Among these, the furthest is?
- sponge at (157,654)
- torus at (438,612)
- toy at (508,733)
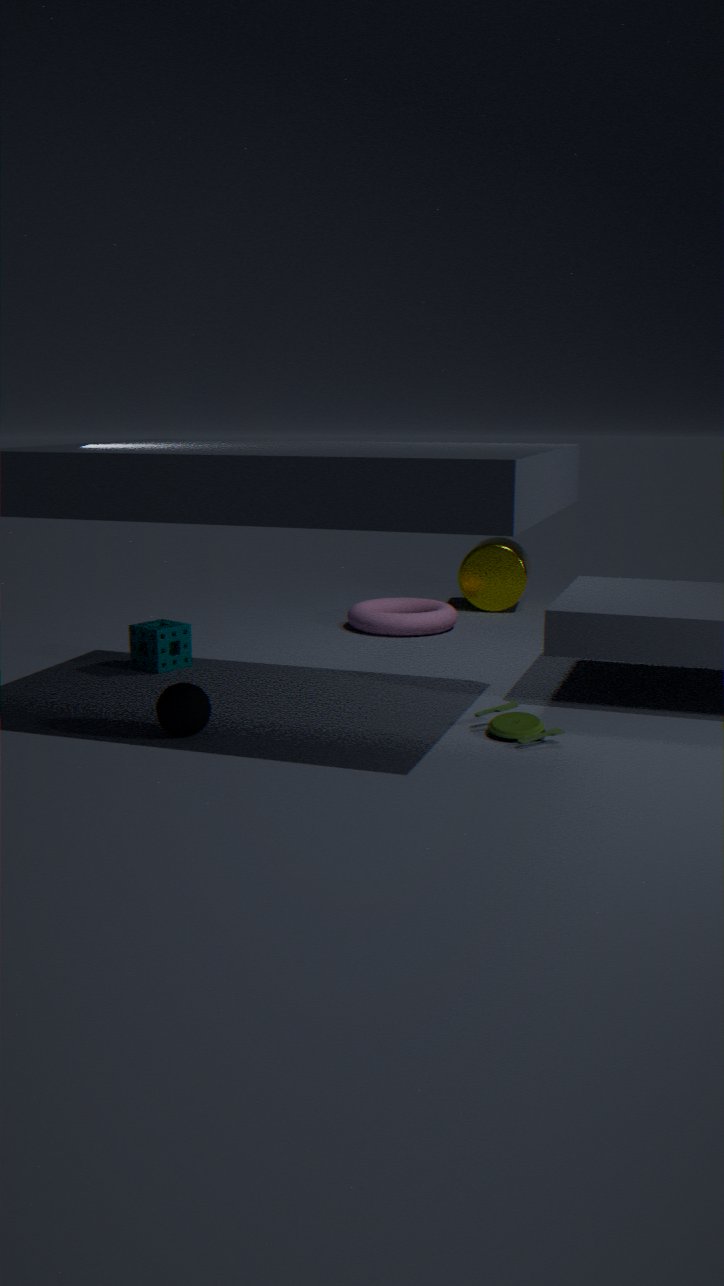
torus at (438,612)
